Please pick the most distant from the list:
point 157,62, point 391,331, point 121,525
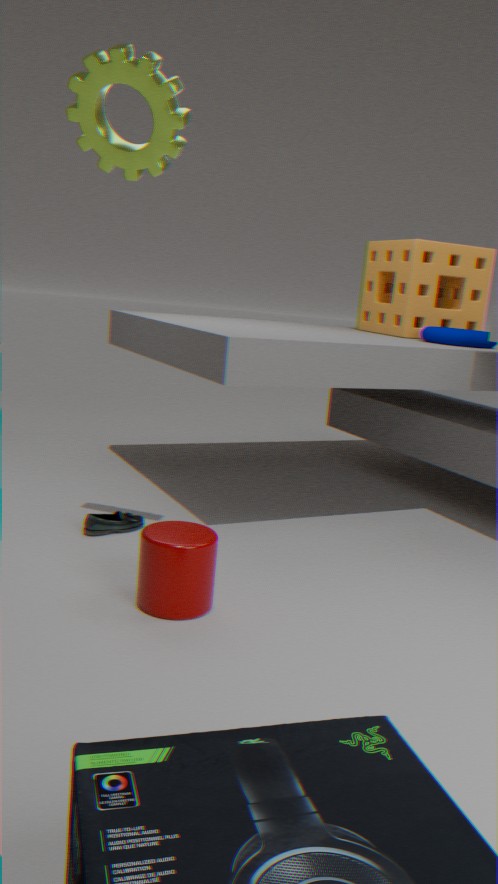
point 391,331
